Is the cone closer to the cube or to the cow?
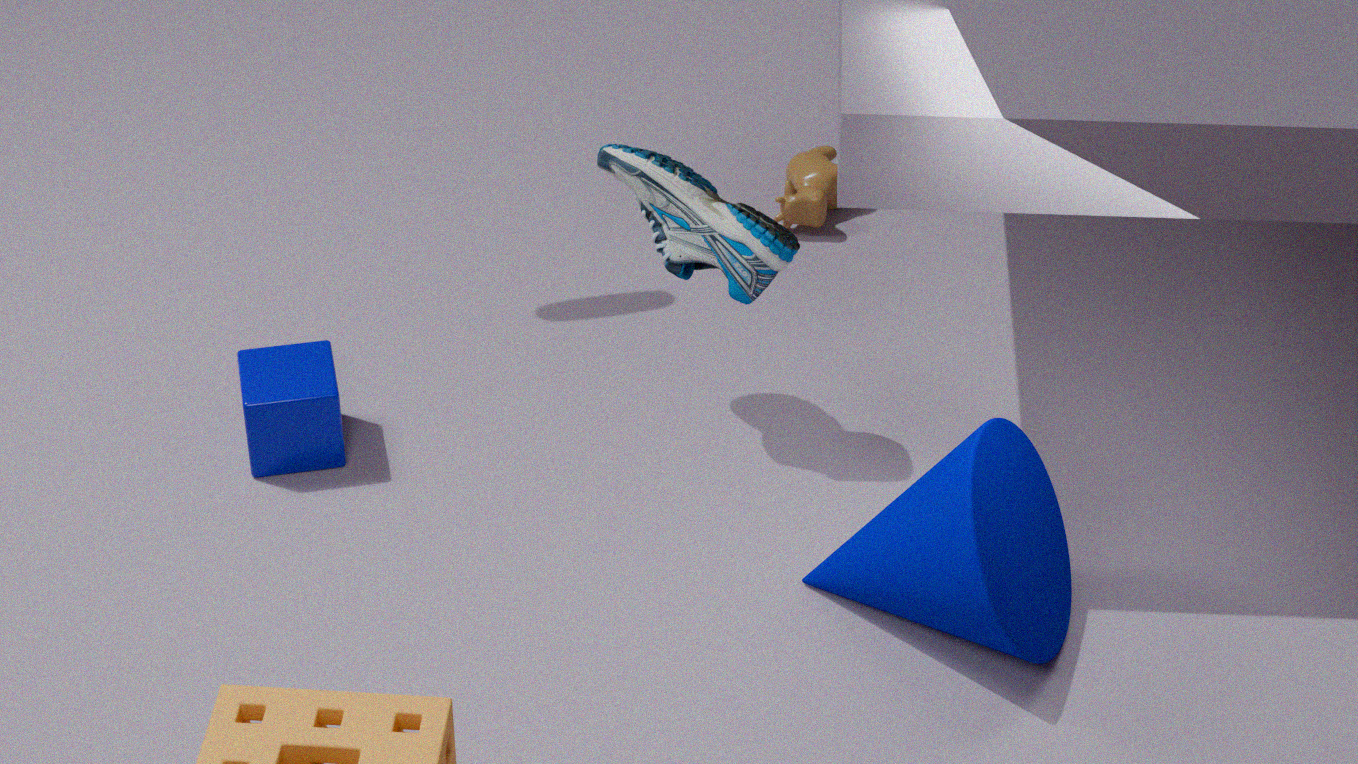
the cube
